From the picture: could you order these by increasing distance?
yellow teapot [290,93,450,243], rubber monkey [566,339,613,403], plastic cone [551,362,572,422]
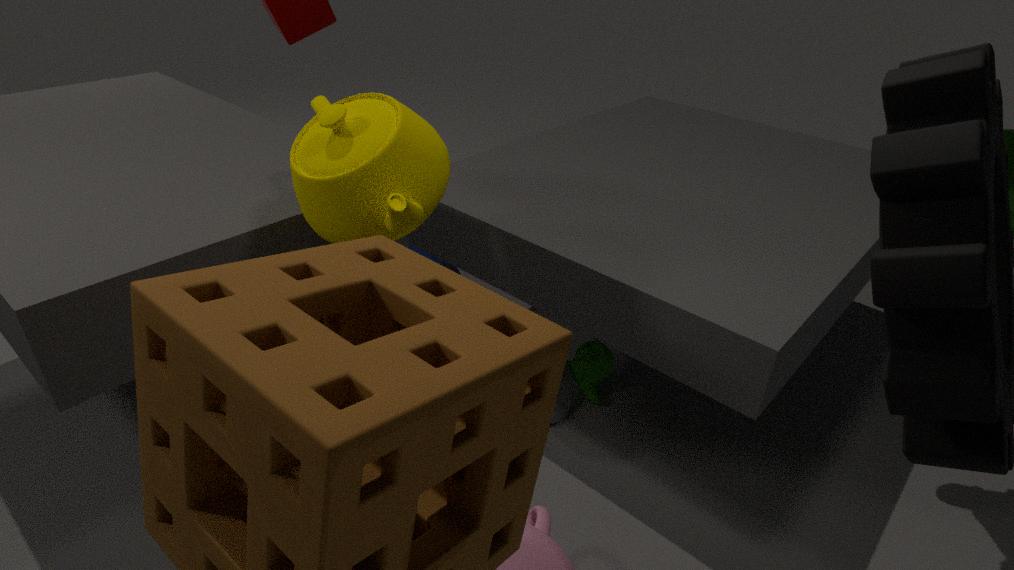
yellow teapot [290,93,450,243]
plastic cone [551,362,572,422]
rubber monkey [566,339,613,403]
